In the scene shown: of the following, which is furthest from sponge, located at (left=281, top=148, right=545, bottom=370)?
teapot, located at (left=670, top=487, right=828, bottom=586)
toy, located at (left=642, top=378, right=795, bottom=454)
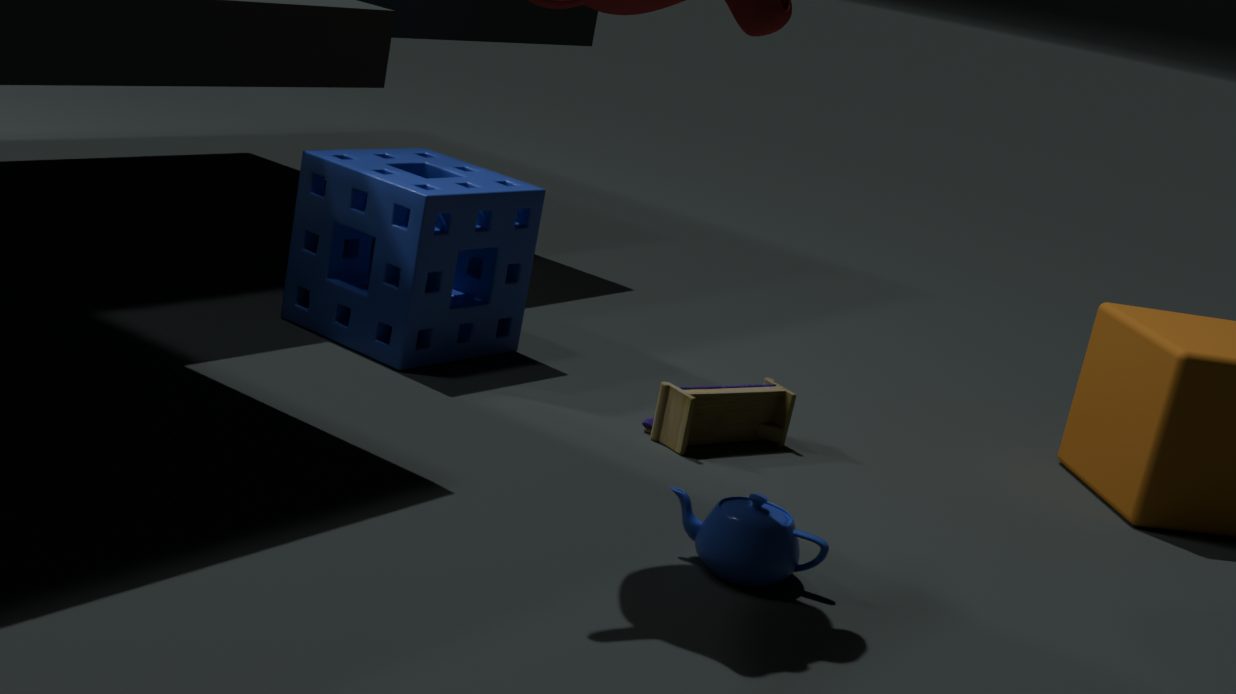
teapot, located at (left=670, top=487, right=828, bottom=586)
